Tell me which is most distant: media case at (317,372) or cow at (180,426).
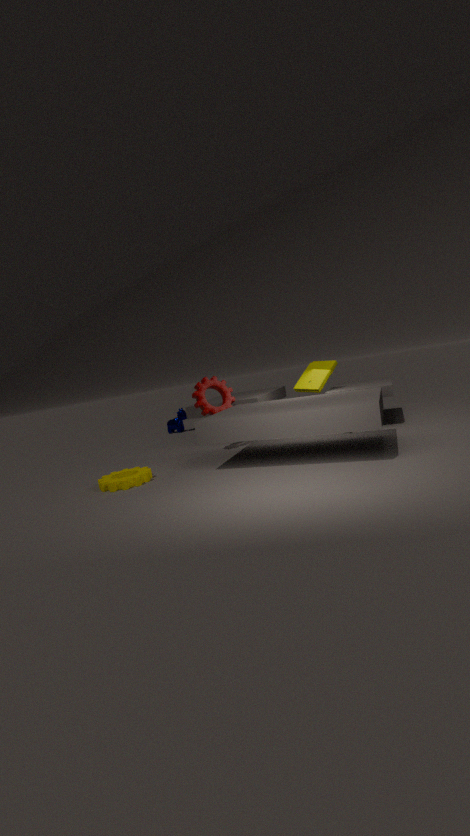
cow at (180,426)
